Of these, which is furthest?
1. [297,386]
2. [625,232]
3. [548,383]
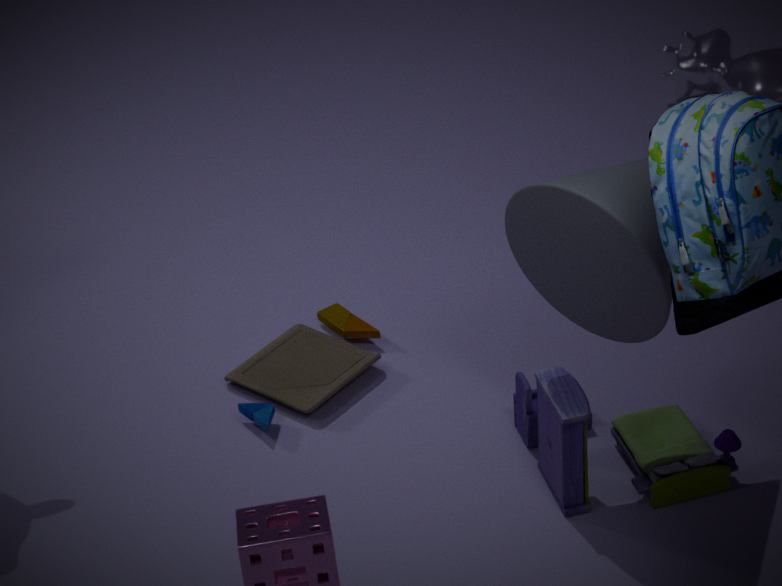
[297,386]
